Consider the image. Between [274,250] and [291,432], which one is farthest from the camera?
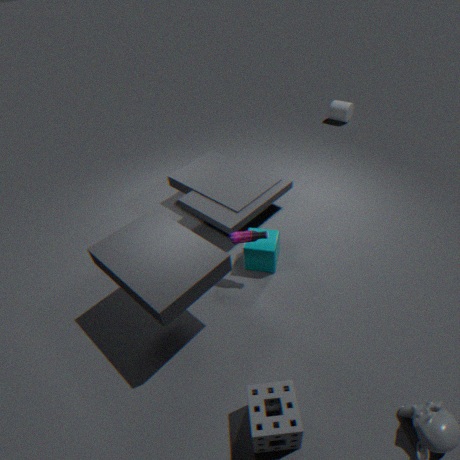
[274,250]
